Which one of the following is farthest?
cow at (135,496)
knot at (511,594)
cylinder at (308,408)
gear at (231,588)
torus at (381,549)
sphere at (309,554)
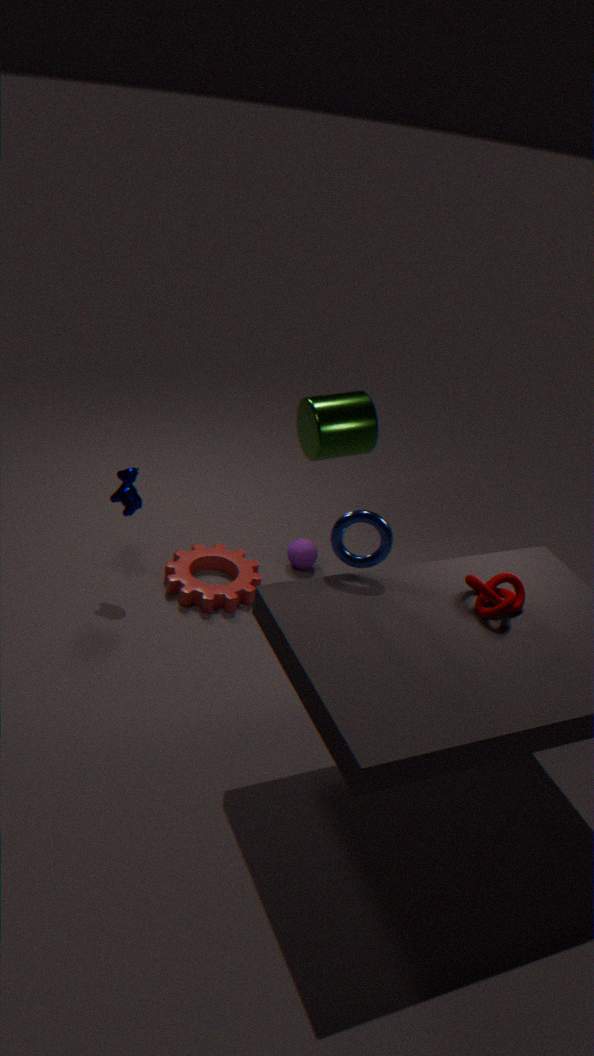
sphere at (309,554)
